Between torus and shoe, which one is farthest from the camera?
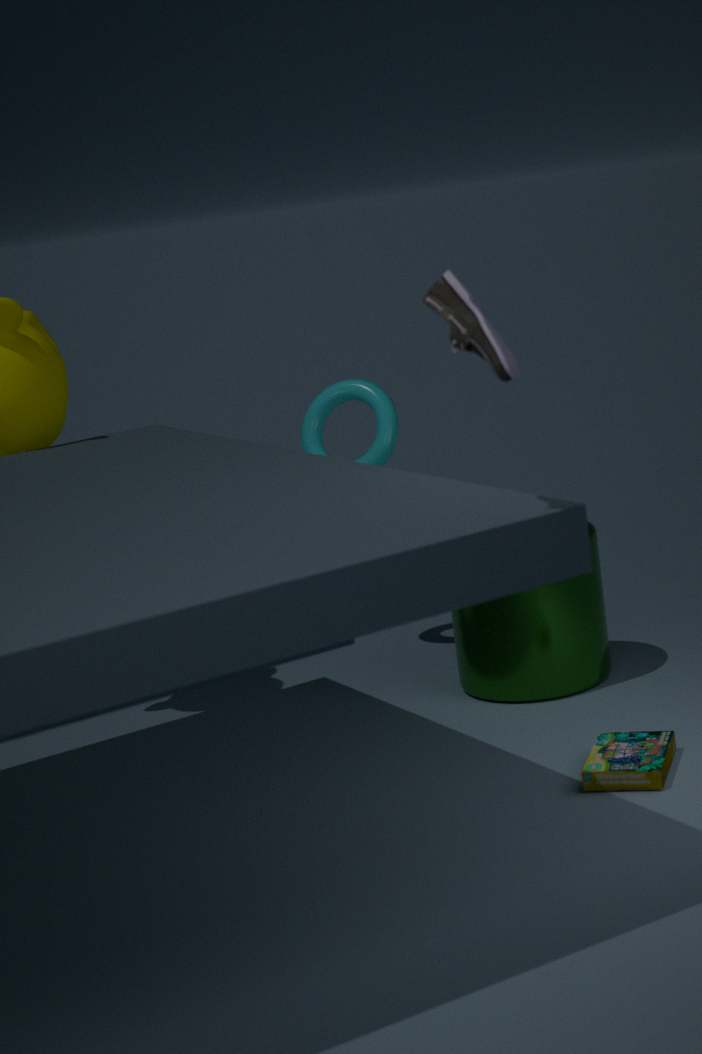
torus
